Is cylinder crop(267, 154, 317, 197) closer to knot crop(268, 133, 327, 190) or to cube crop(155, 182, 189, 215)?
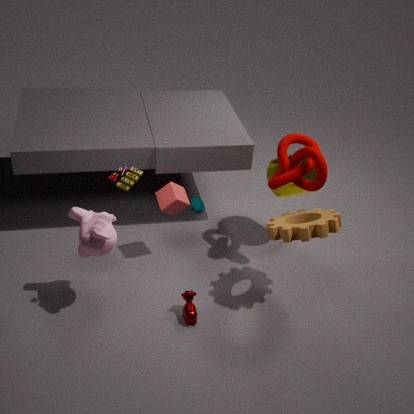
knot crop(268, 133, 327, 190)
